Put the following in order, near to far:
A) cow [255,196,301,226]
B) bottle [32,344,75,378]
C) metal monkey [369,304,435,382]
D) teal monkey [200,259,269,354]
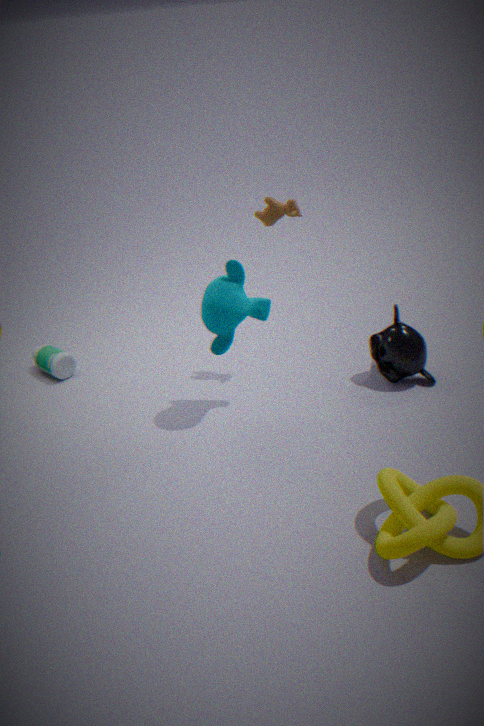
teal monkey [200,259,269,354] < cow [255,196,301,226] < metal monkey [369,304,435,382] < bottle [32,344,75,378]
